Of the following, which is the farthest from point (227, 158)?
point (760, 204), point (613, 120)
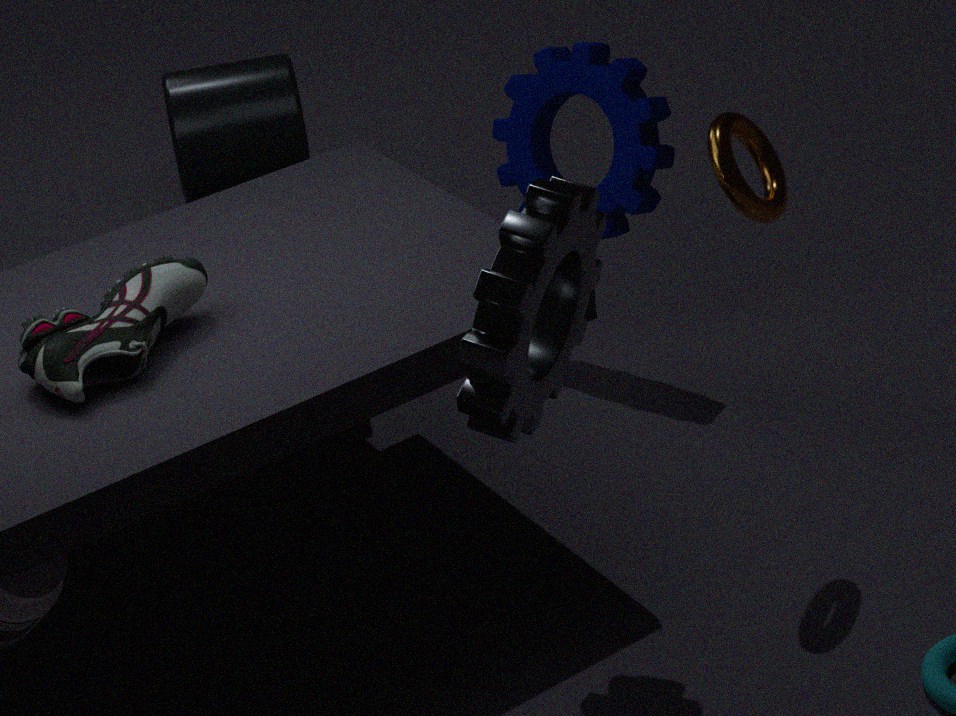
point (760, 204)
